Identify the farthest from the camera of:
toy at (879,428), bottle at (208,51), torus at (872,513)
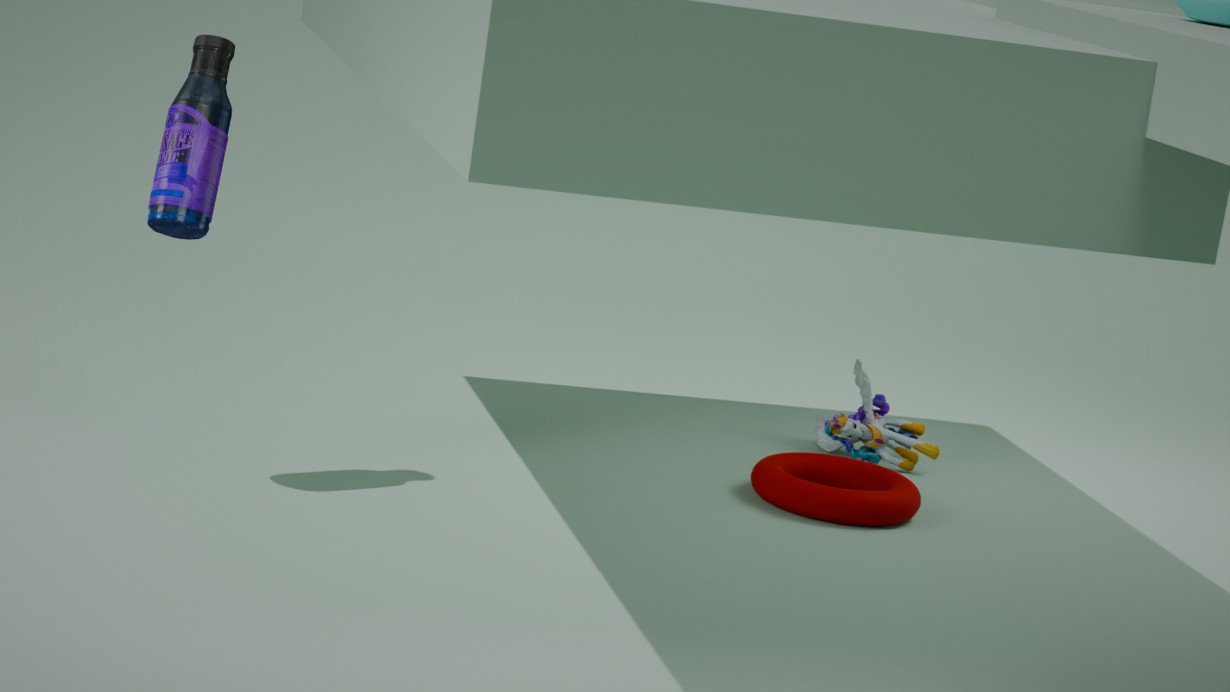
toy at (879,428)
